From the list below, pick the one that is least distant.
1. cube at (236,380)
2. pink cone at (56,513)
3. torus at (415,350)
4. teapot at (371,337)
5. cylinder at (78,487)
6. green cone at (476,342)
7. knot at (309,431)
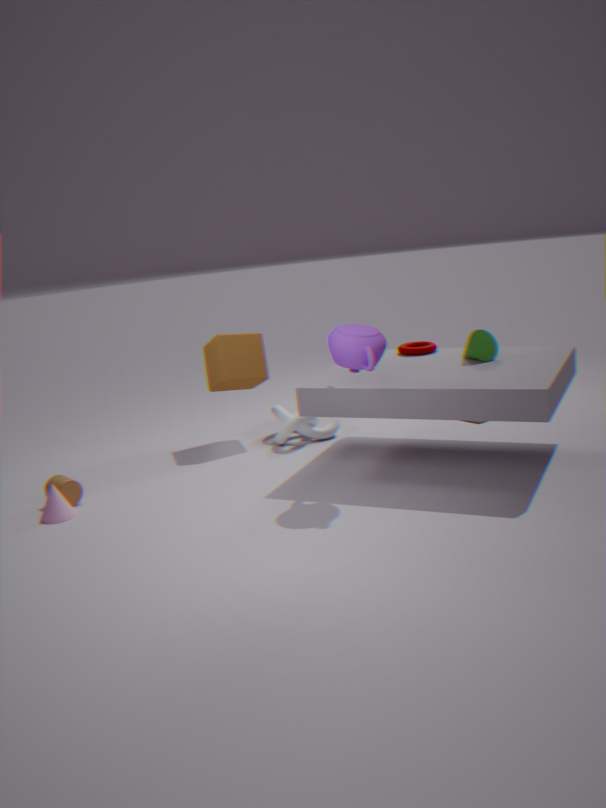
teapot at (371,337)
